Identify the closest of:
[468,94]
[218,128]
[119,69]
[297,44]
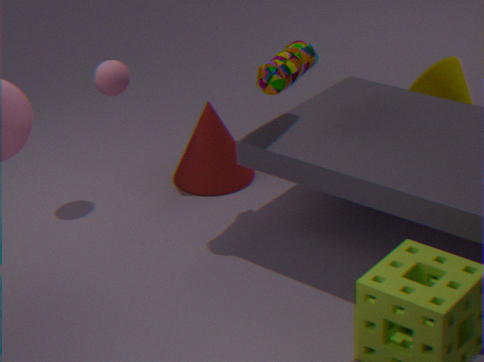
[297,44]
